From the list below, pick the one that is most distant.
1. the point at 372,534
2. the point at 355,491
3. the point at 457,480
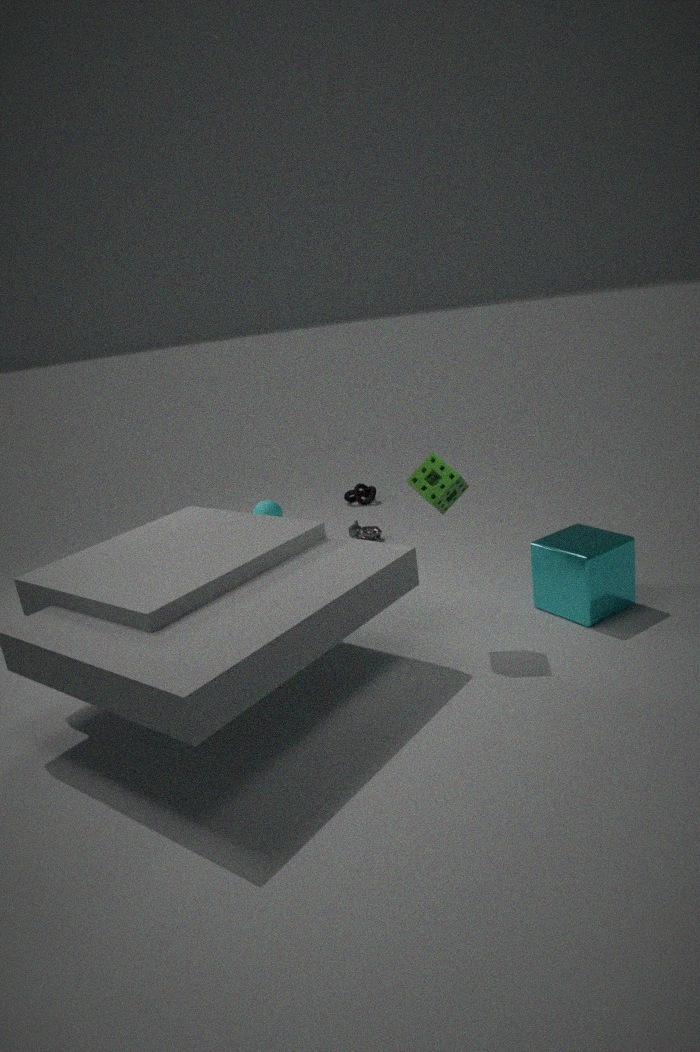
the point at 355,491
